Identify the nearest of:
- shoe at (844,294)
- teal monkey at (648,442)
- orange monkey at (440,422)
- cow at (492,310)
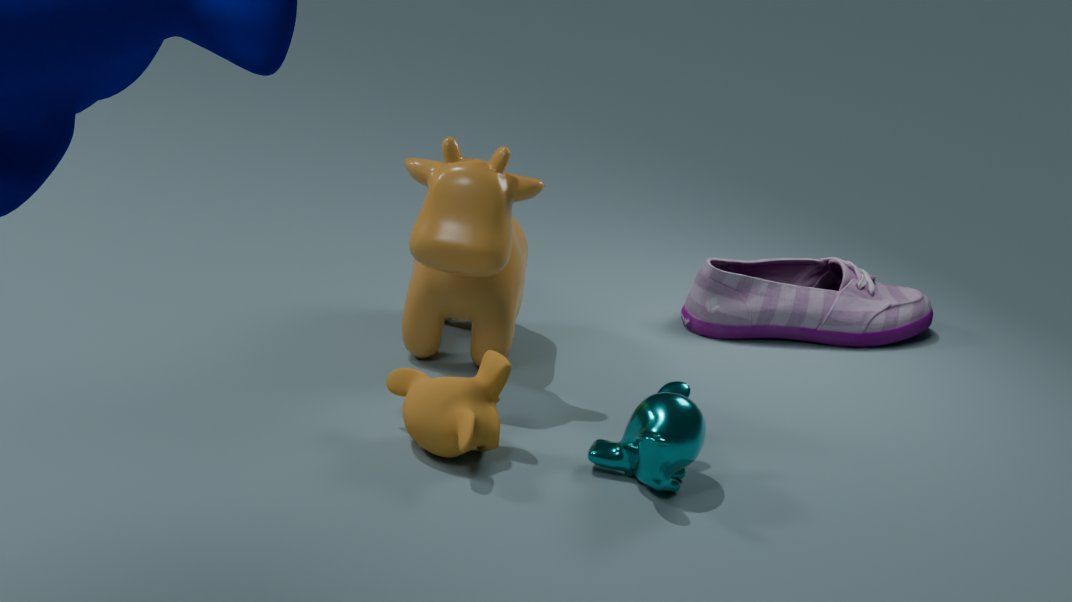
teal monkey at (648,442)
